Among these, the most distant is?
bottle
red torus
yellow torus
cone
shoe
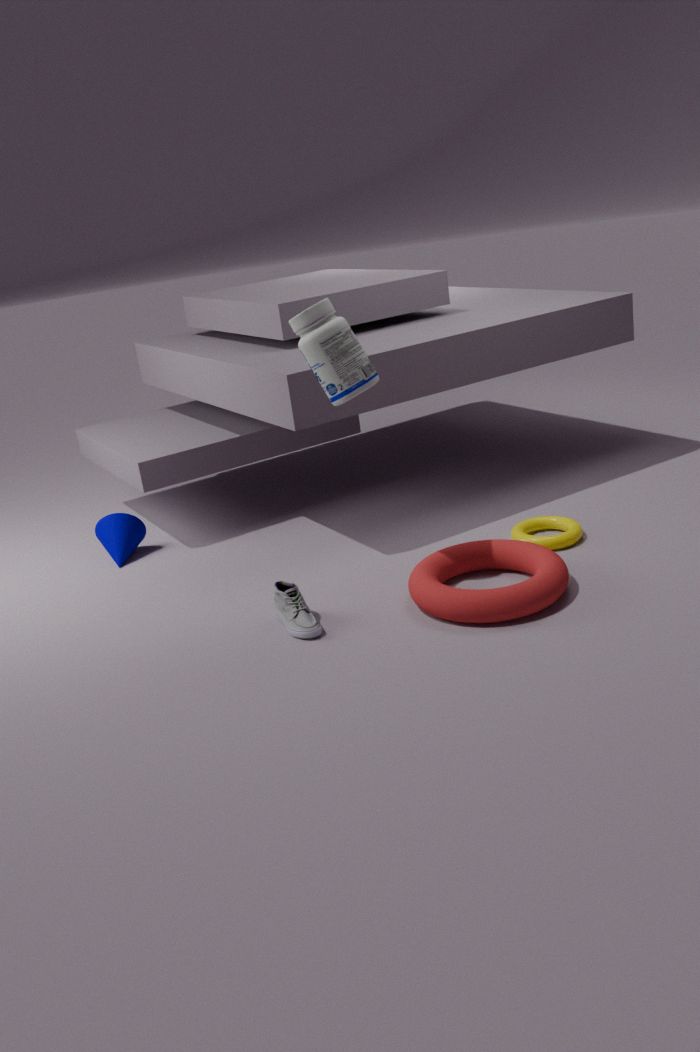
cone
